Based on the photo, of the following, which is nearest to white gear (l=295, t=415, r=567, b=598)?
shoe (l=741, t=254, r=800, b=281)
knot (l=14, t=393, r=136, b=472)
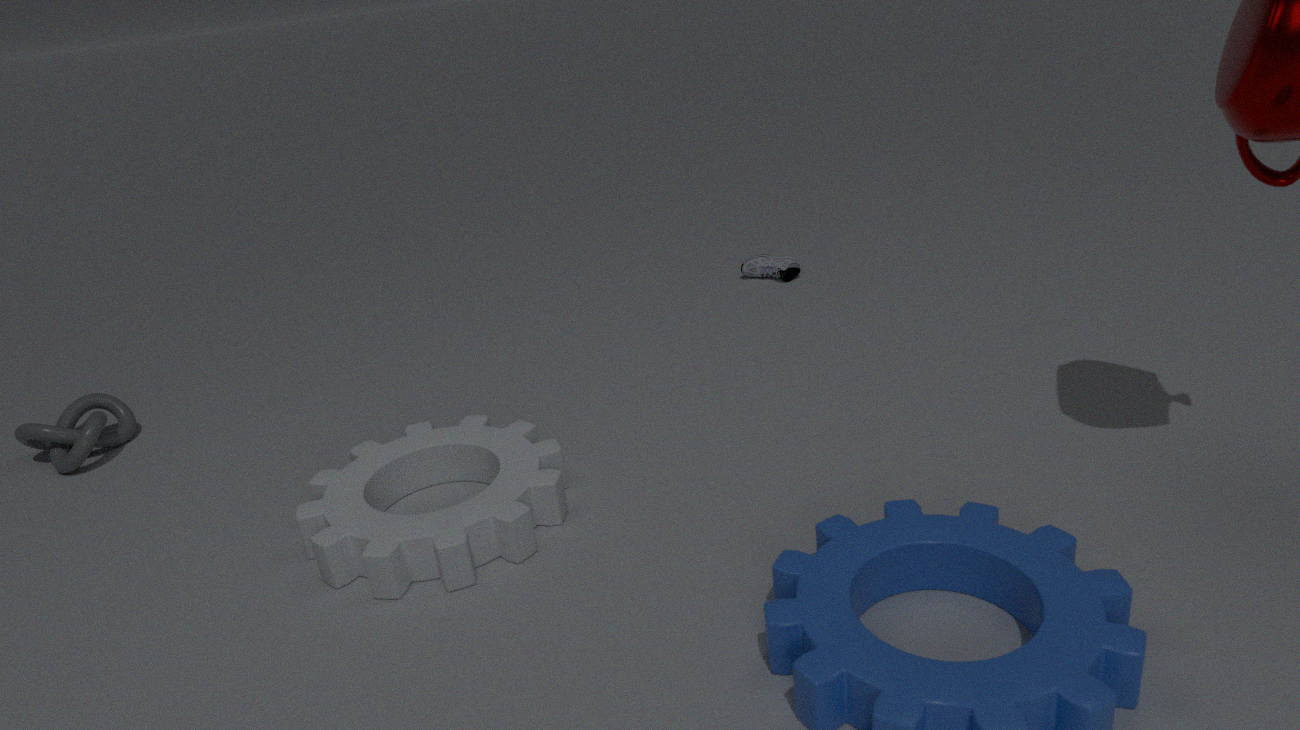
knot (l=14, t=393, r=136, b=472)
